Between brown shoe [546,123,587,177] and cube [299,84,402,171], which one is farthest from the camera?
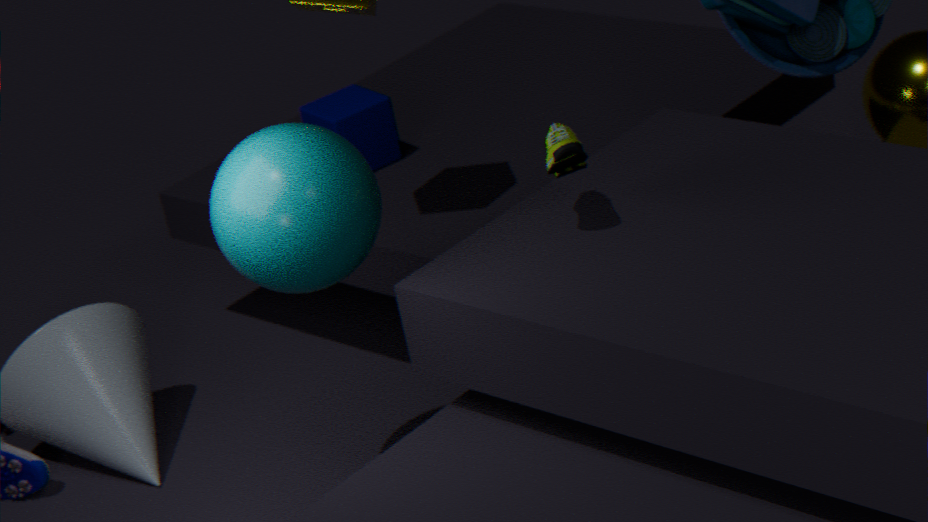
cube [299,84,402,171]
